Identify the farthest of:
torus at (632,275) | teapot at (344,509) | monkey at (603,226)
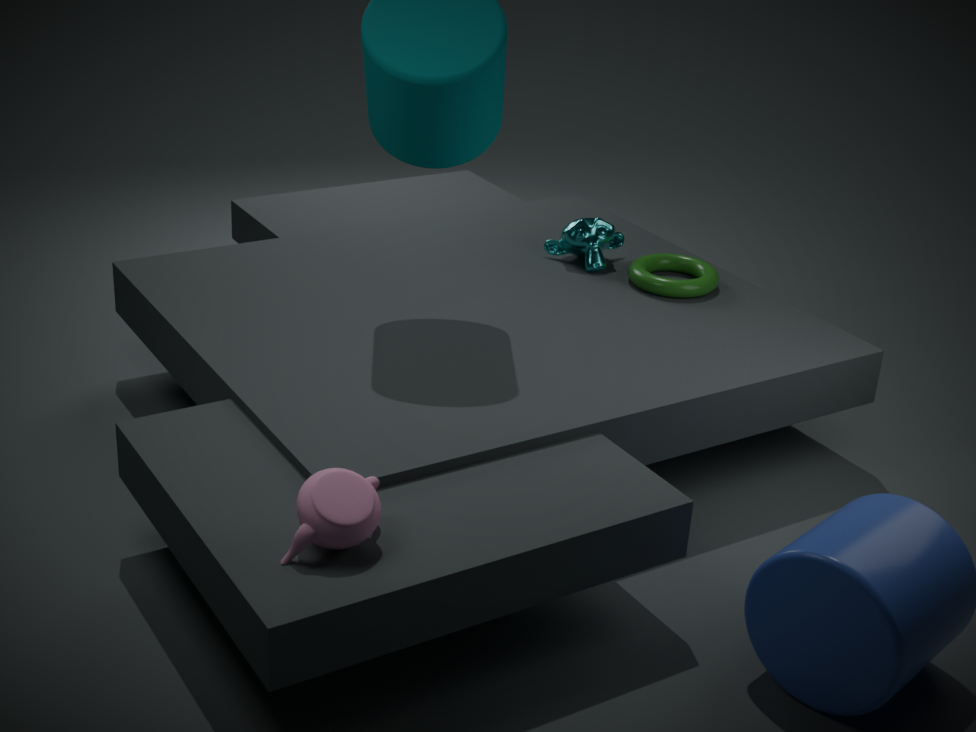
monkey at (603,226)
